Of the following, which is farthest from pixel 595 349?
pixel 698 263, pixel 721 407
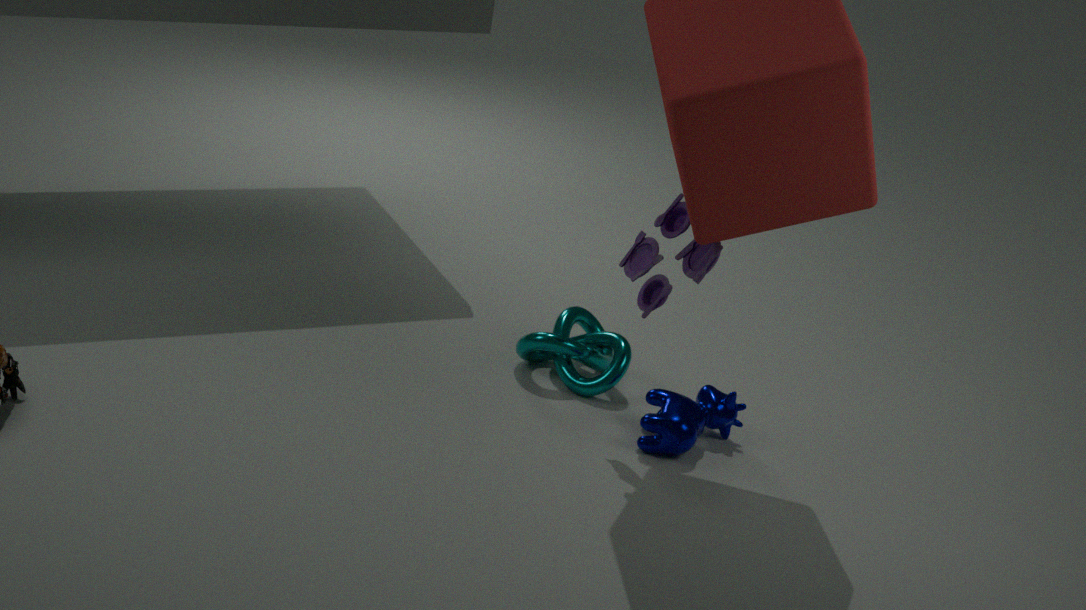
pixel 698 263
